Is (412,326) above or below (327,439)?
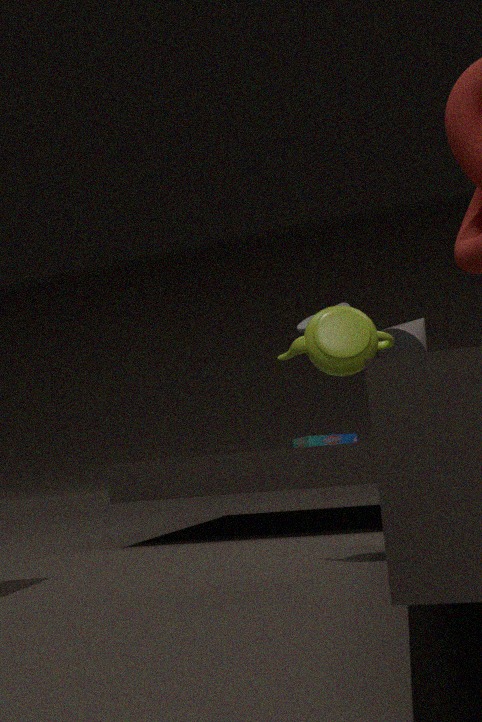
above
